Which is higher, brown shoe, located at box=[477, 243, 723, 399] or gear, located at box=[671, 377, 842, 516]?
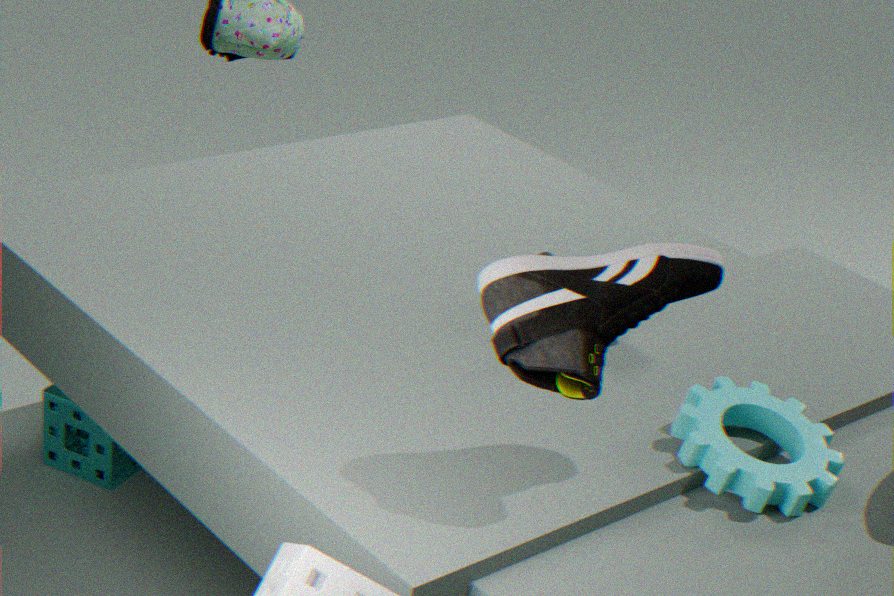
brown shoe, located at box=[477, 243, 723, 399]
